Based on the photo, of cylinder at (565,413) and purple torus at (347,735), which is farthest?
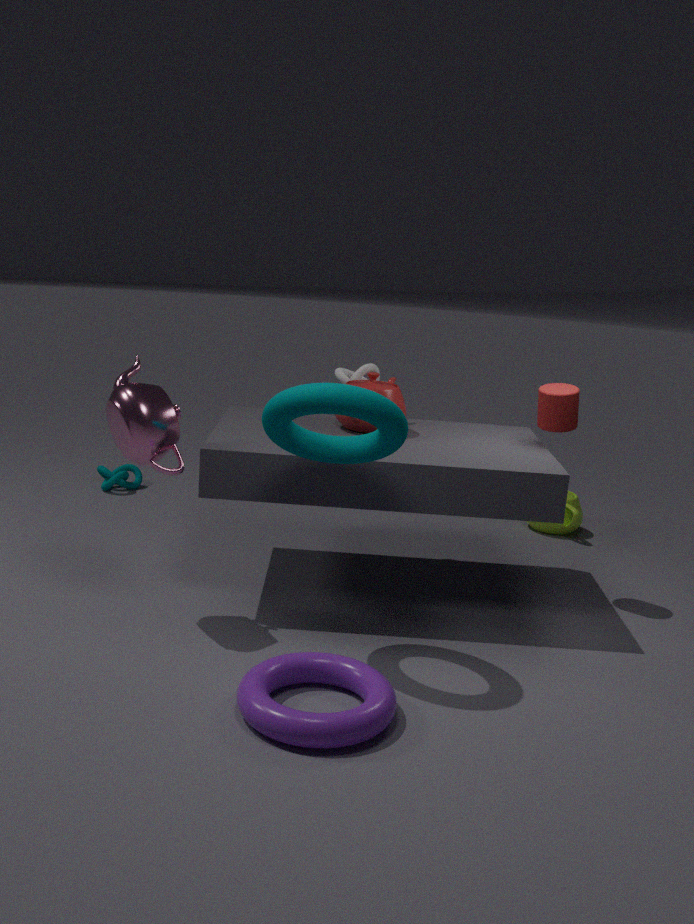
cylinder at (565,413)
